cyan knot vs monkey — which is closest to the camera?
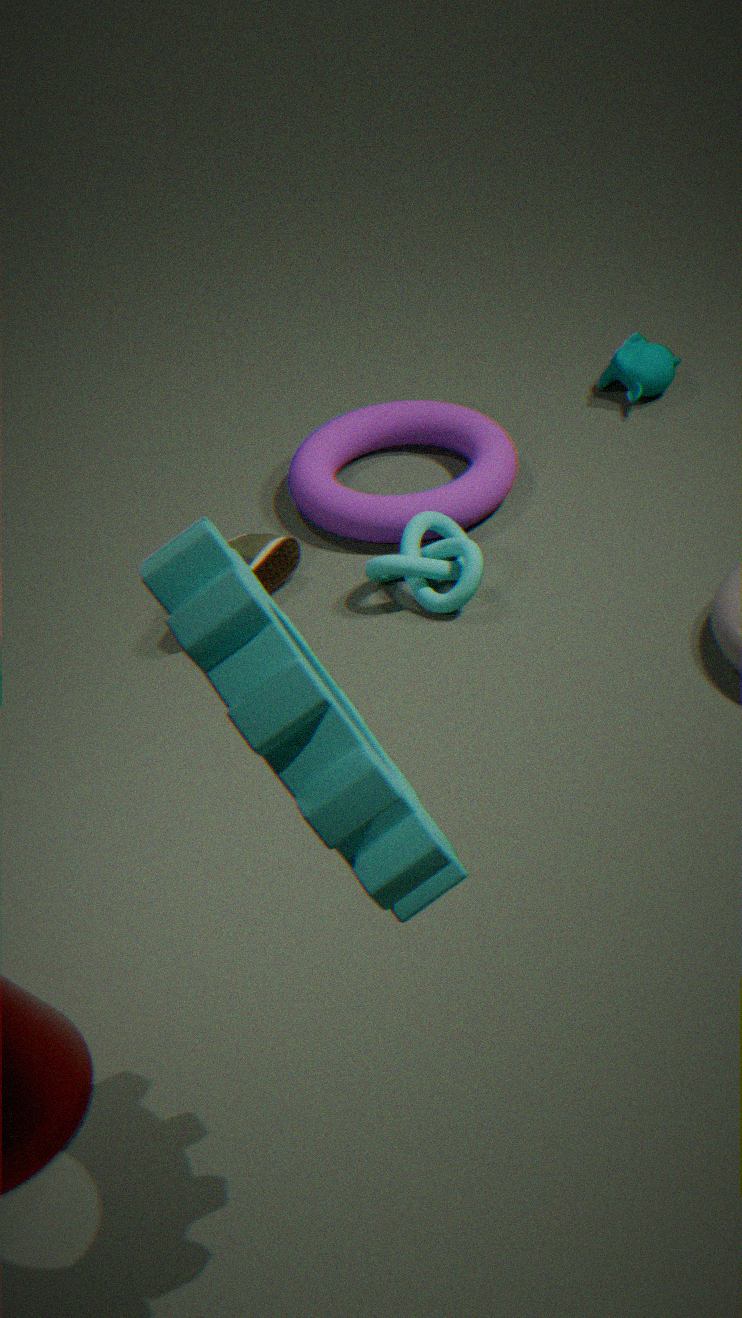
cyan knot
